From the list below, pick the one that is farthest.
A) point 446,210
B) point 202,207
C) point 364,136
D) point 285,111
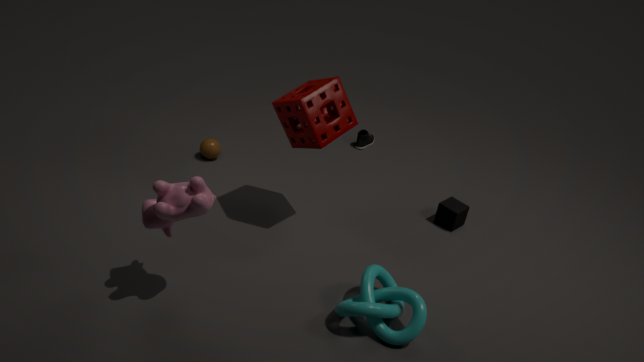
point 364,136
